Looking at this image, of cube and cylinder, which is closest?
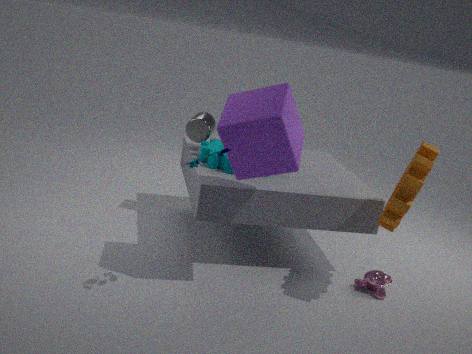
cube
